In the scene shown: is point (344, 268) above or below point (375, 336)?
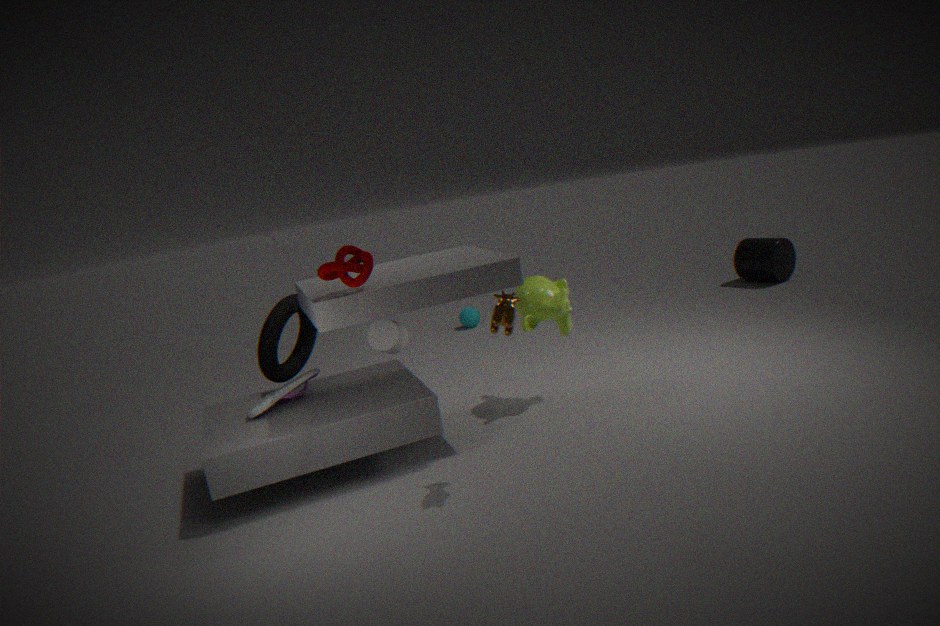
above
